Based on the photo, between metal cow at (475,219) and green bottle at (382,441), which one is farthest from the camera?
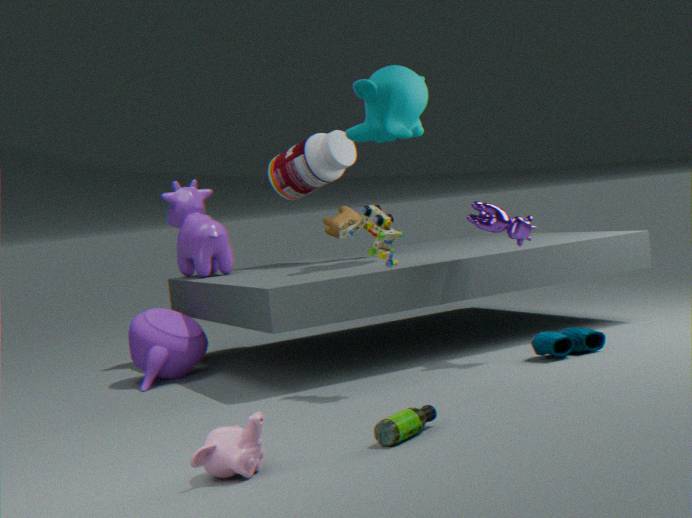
metal cow at (475,219)
